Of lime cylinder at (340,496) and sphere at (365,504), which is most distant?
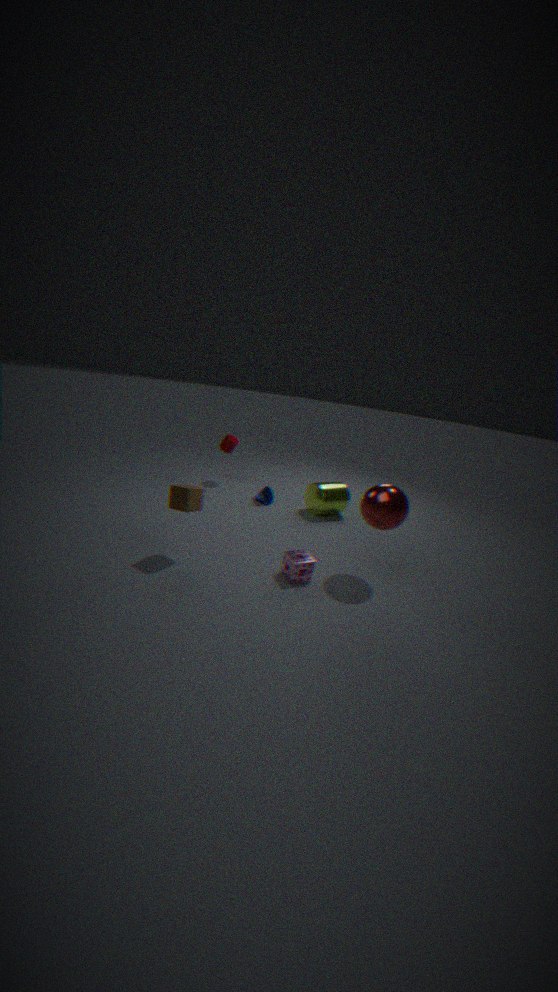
lime cylinder at (340,496)
